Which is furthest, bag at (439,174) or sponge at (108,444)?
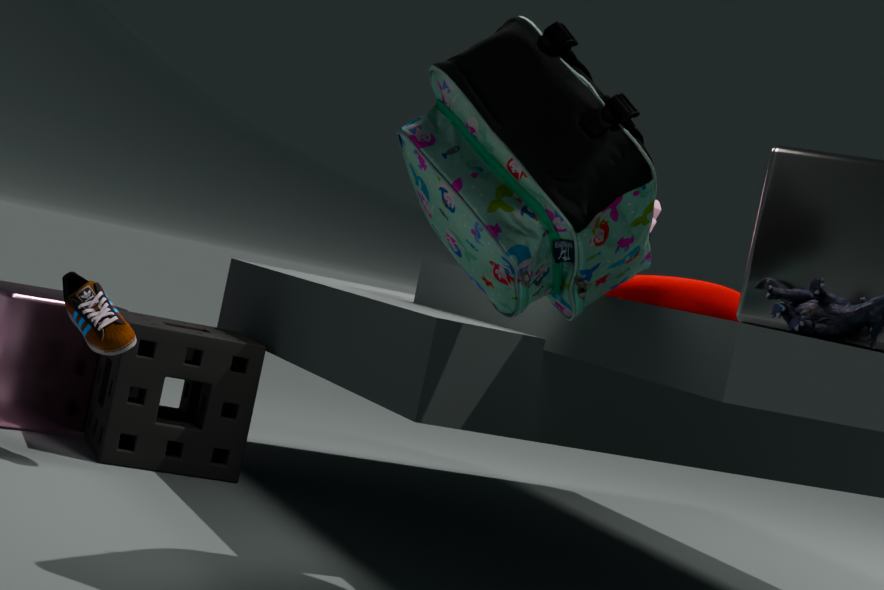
sponge at (108,444)
